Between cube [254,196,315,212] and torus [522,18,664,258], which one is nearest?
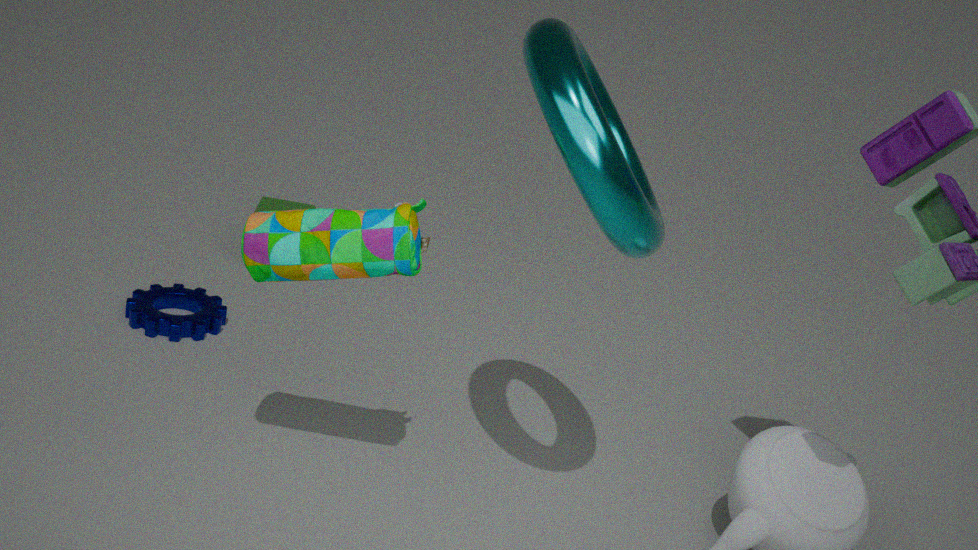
torus [522,18,664,258]
